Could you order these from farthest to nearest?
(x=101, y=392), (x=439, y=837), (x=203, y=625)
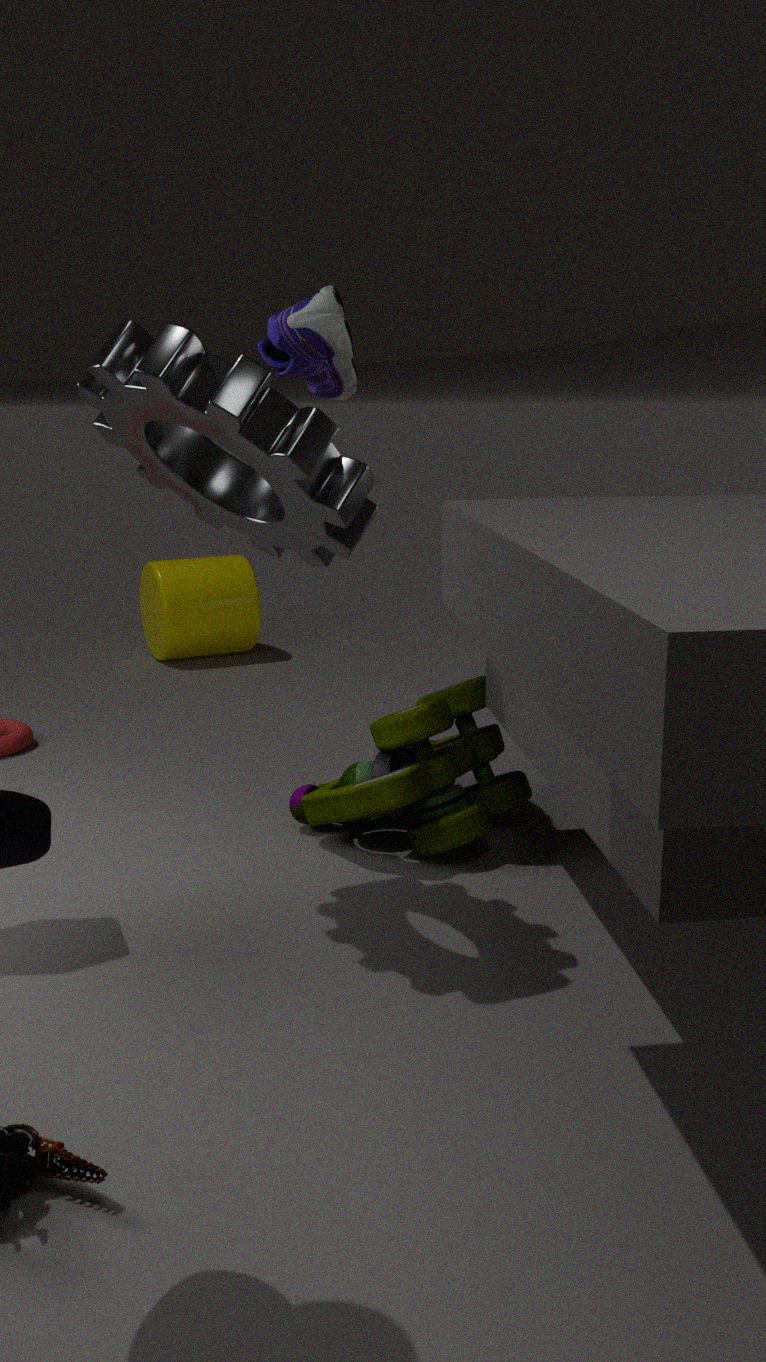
(x=203, y=625), (x=439, y=837), (x=101, y=392)
